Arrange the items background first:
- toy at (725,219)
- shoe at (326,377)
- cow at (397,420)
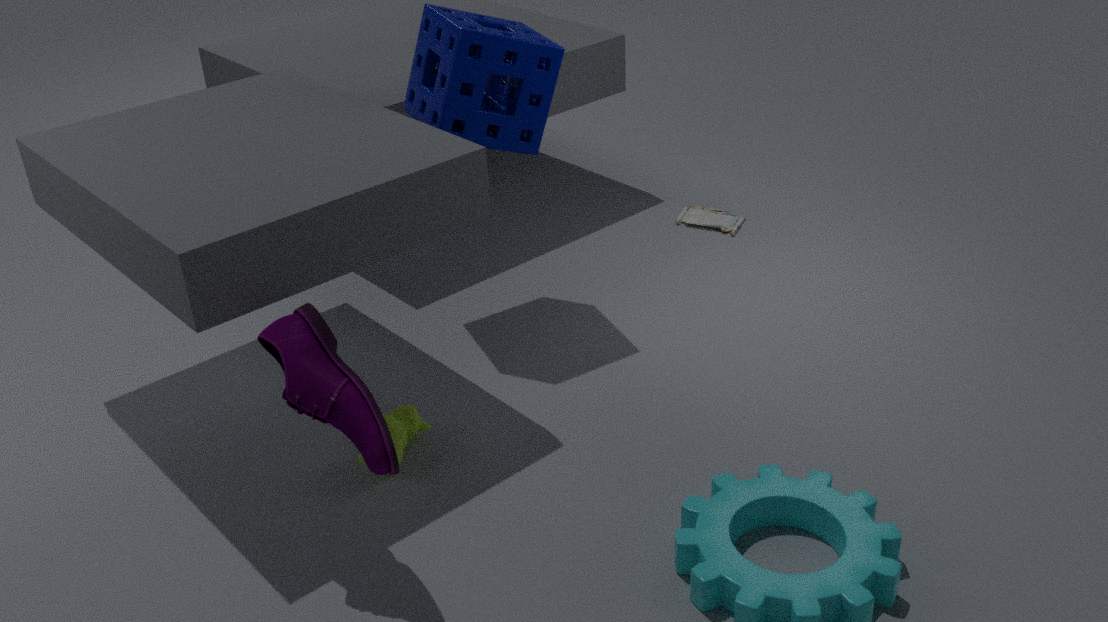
toy at (725,219)
cow at (397,420)
shoe at (326,377)
